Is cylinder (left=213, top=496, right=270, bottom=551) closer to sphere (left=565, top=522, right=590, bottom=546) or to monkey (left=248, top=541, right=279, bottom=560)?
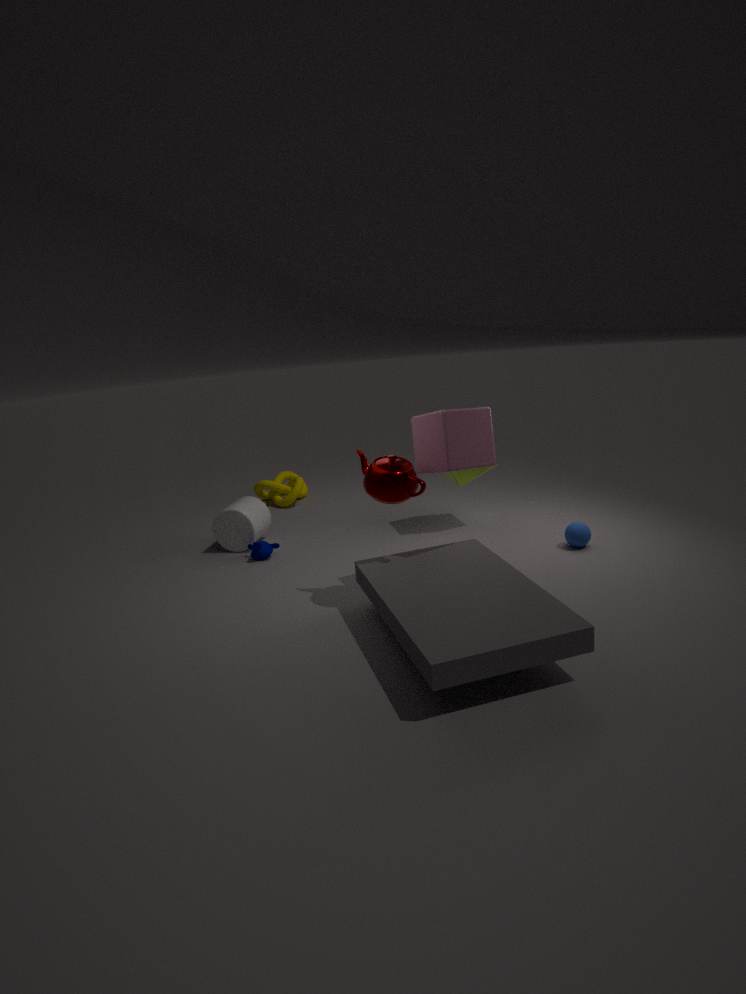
monkey (left=248, top=541, right=279, bottom=560)
